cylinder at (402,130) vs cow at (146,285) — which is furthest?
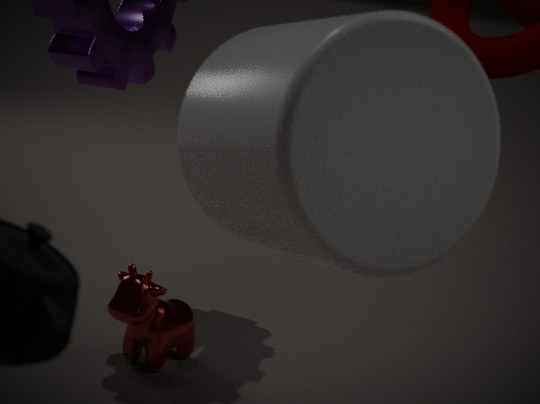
cow at (146,285)
